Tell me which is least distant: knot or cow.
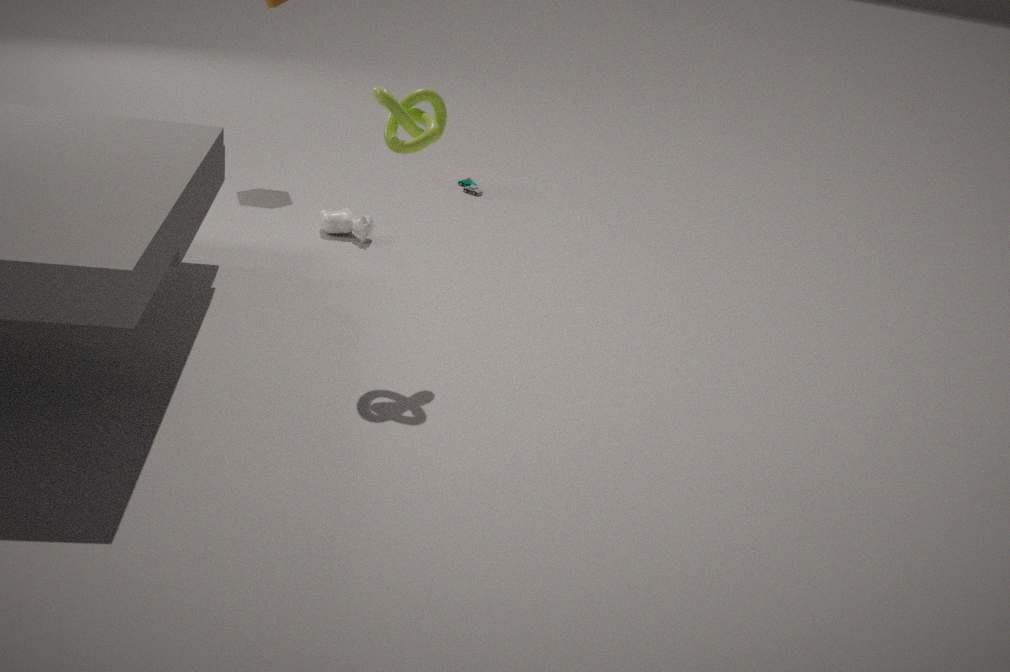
knot
